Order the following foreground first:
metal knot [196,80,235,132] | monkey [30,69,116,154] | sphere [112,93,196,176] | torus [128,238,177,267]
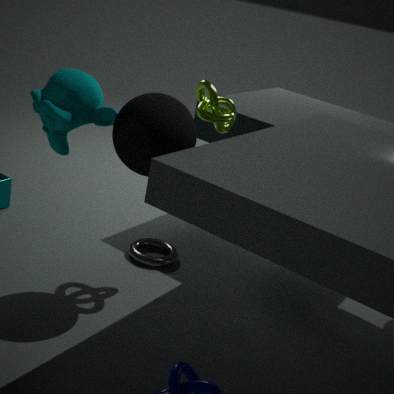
1. sphere [112,93,196,176]
2. monkey [30,69,116,154]
3. metal knot [196,80,235,132]
4. torus [128,238,177,267]
